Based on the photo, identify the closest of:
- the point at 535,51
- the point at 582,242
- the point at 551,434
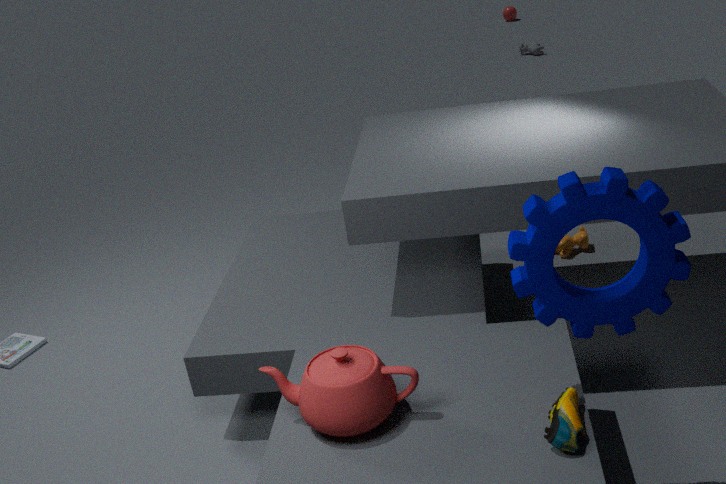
the point at 551,434
